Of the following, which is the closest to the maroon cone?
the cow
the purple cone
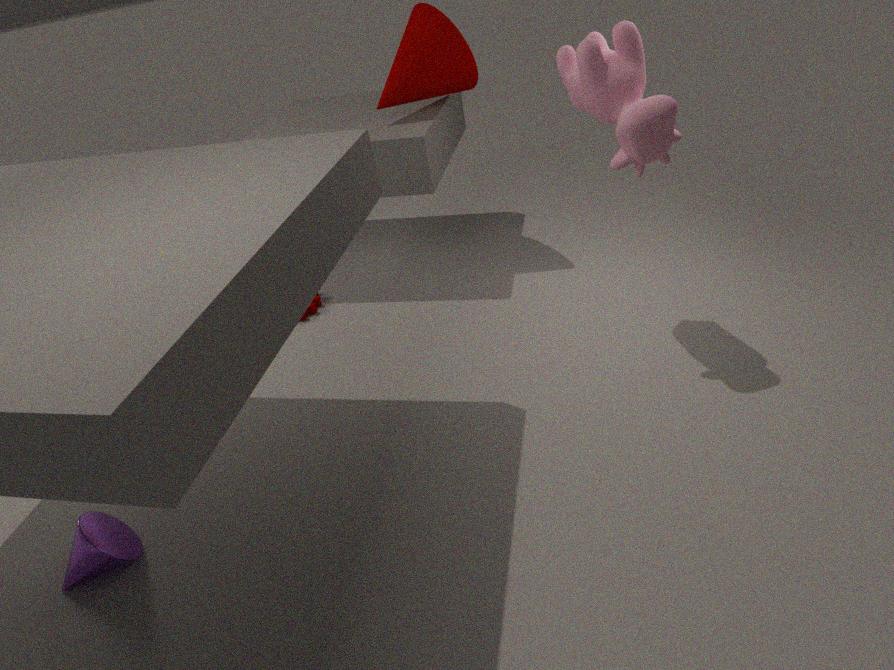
the cow
